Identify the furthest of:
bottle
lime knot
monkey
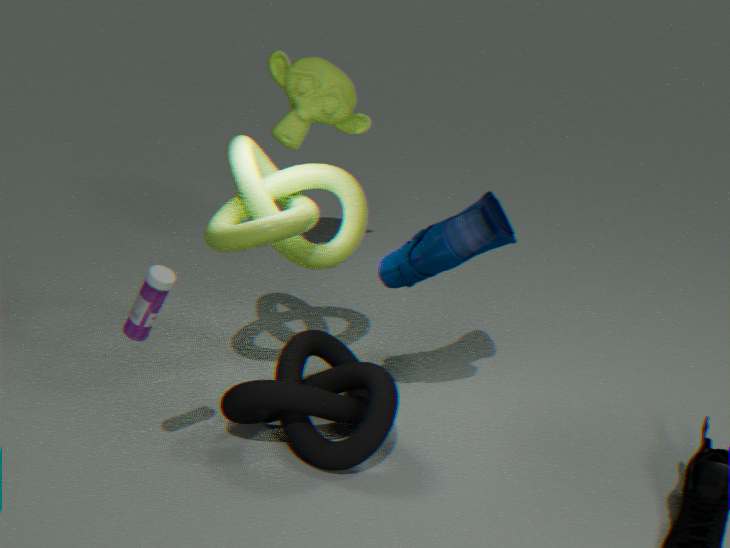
monkey
